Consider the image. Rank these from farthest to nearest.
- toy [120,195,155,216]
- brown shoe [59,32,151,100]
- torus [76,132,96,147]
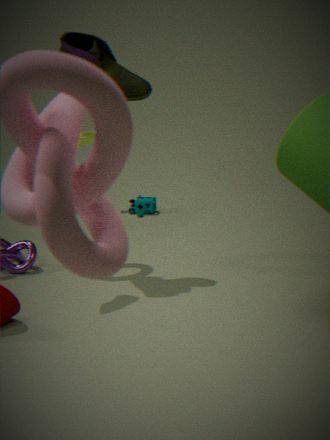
toy [120,195,155,216]
torus [76,132,96,147]
brown shoe [59,32,151,100]
